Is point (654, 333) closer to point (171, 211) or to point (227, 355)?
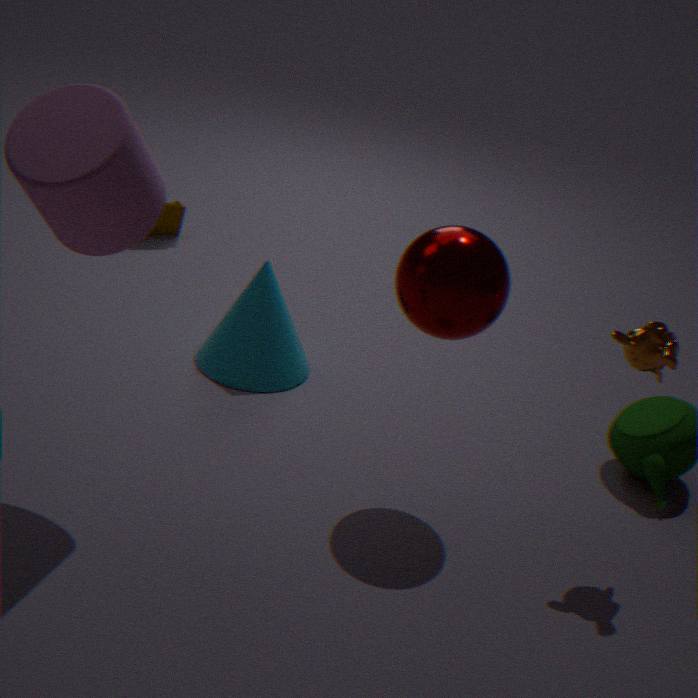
point (227, 355)
